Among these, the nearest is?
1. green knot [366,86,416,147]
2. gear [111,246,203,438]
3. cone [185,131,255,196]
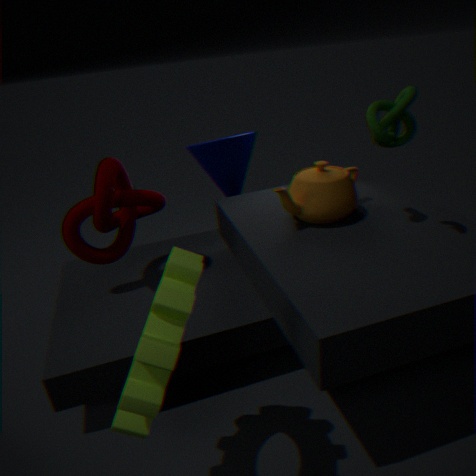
gear [111,246,203,438]
